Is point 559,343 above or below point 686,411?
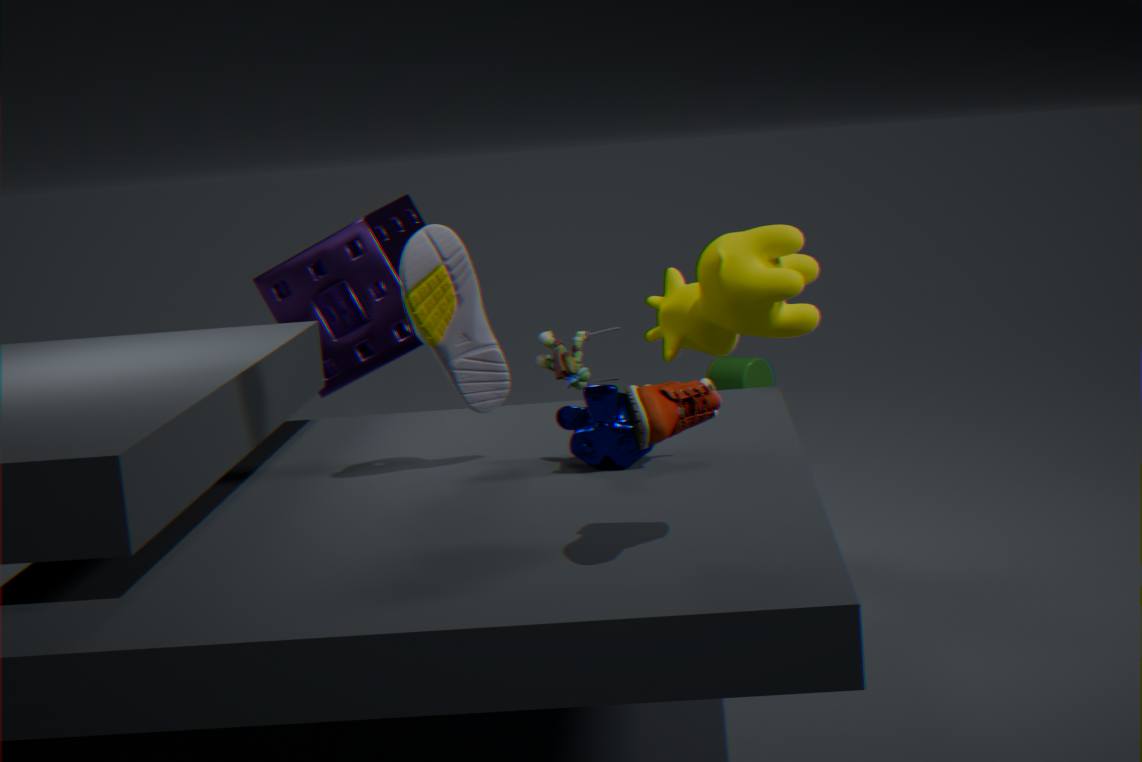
below
